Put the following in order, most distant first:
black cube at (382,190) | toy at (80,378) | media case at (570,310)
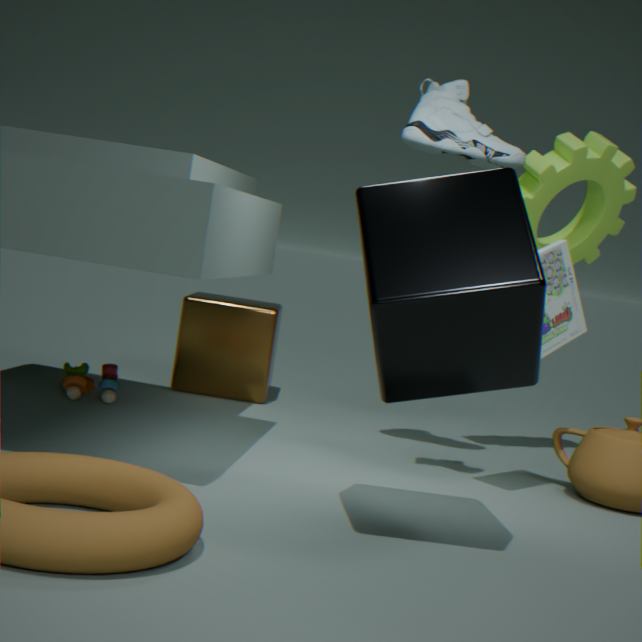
toy at (80,378) → media case at (570,310) → black cube at (382,190)
